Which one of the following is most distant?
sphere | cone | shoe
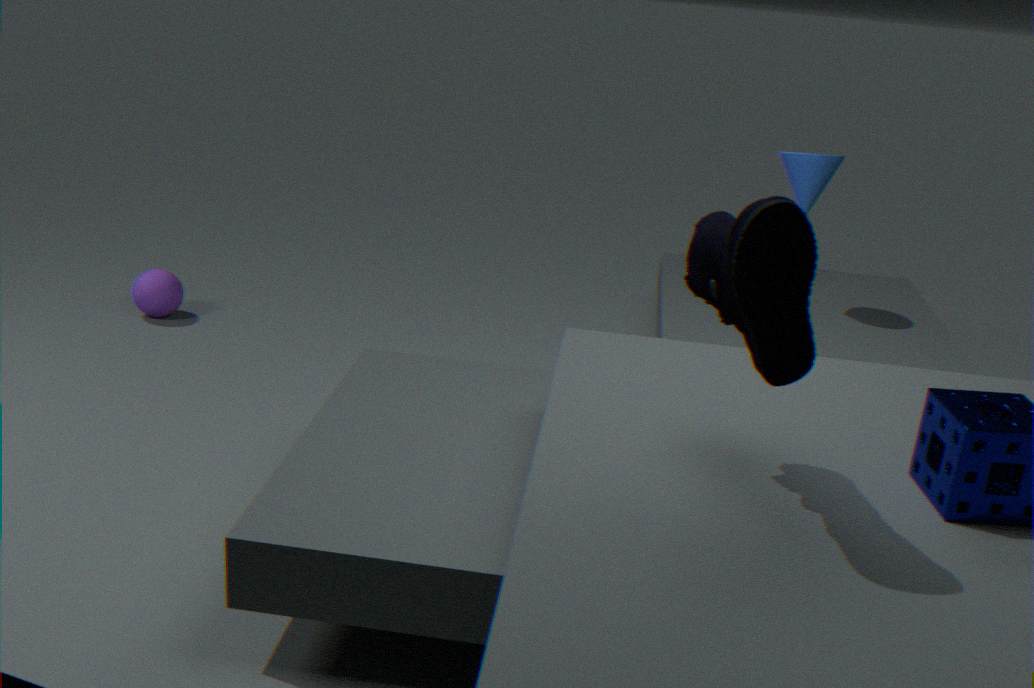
sphere
